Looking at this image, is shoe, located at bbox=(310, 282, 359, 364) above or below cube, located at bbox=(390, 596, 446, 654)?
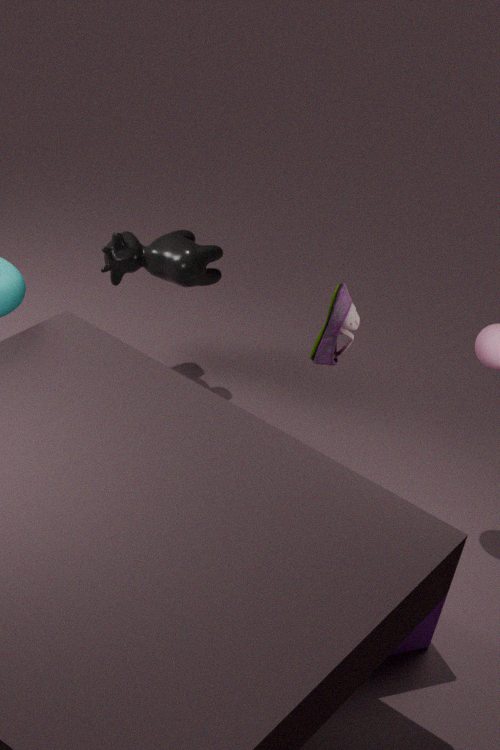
above
